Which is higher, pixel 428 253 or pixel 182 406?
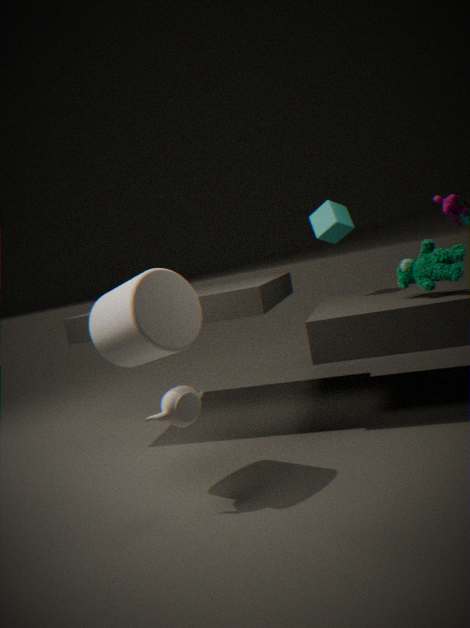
pixel 428 253
